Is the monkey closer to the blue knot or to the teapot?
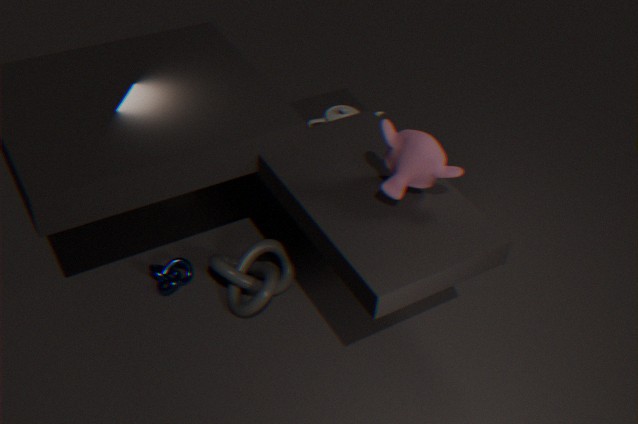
the teapot
